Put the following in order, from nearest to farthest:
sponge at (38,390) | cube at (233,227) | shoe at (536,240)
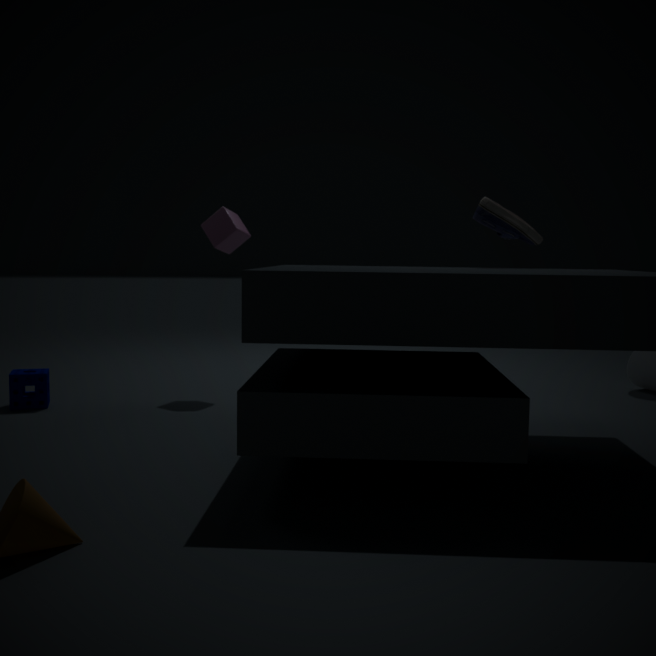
1. shoe at (536,240)
2. sponge at (38,390)
3. cube at (233,227)
